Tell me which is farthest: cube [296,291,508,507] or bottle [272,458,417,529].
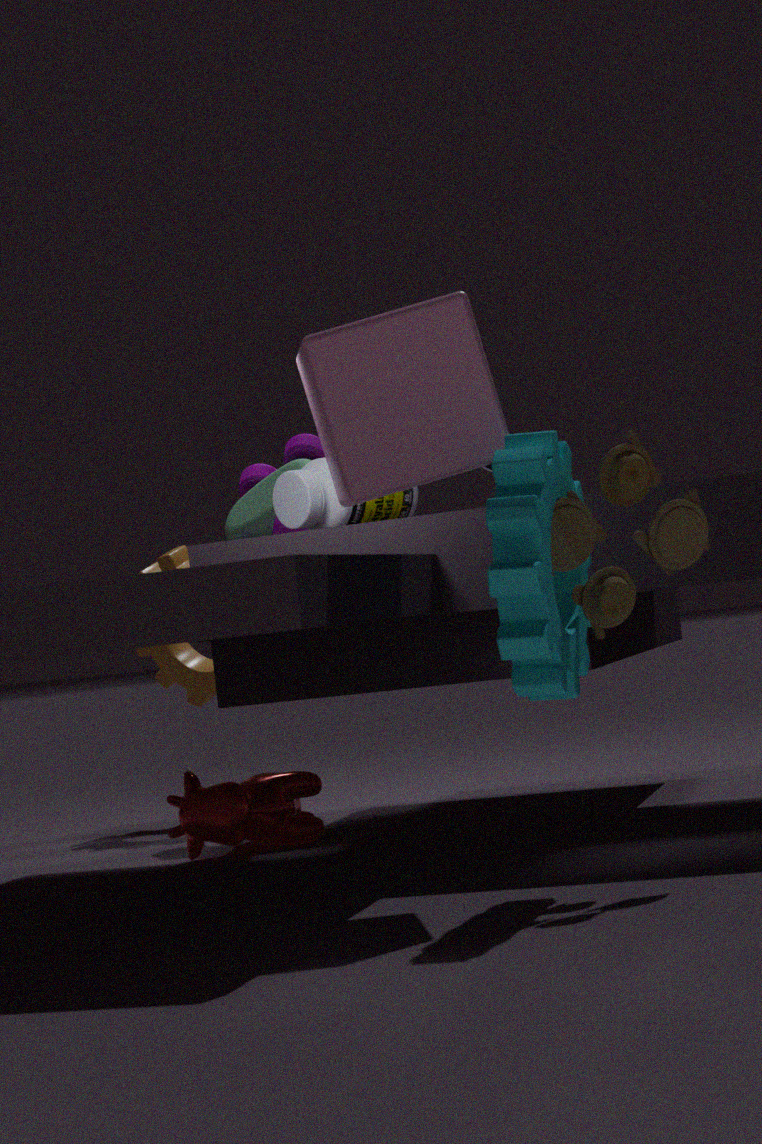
bottle [272,458,417,529]
